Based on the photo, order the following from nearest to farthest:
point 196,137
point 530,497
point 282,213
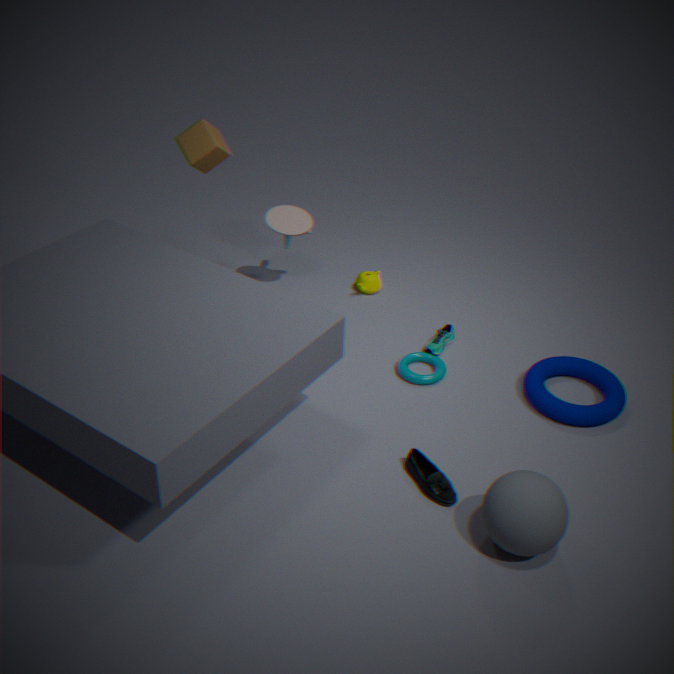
point 530,497
point 196,137
point 282,213
